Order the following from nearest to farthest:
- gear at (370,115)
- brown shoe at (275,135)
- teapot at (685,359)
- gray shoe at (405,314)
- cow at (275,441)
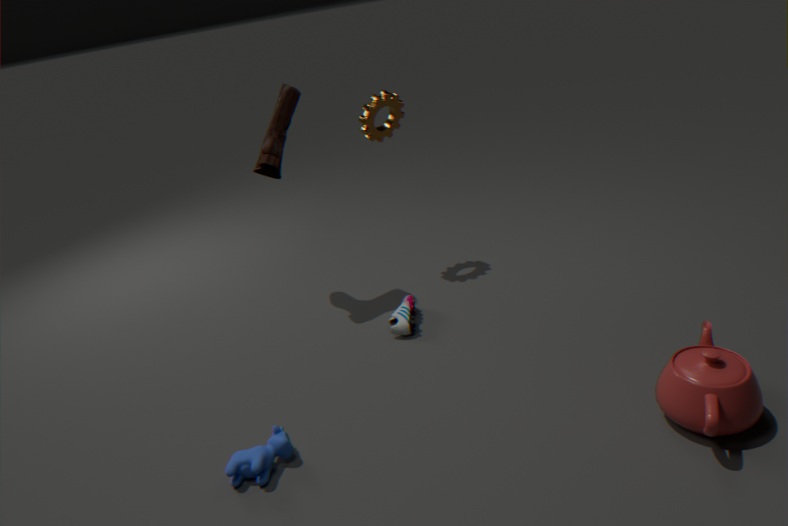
teapot at (685,359) → cow at (275,441) → gray shoe at (405,314) → brown shoe at (275,135) → gear at (370,115)
